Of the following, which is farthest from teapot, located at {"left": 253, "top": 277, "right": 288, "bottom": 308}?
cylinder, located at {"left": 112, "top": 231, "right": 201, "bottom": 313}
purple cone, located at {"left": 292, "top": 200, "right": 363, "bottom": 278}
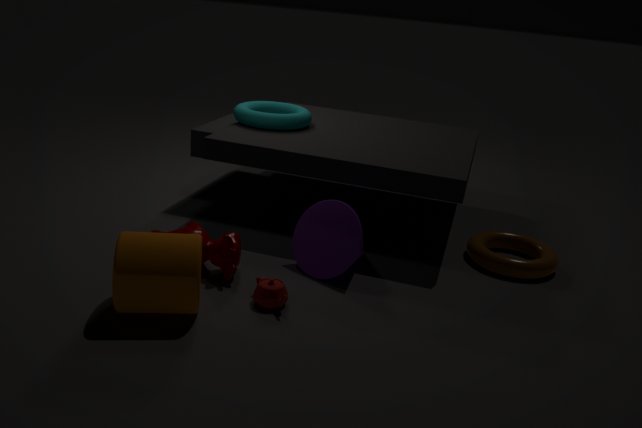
purple cone, located at {"left": 292, "top": 200, "right": 363, "bottom": 278}
